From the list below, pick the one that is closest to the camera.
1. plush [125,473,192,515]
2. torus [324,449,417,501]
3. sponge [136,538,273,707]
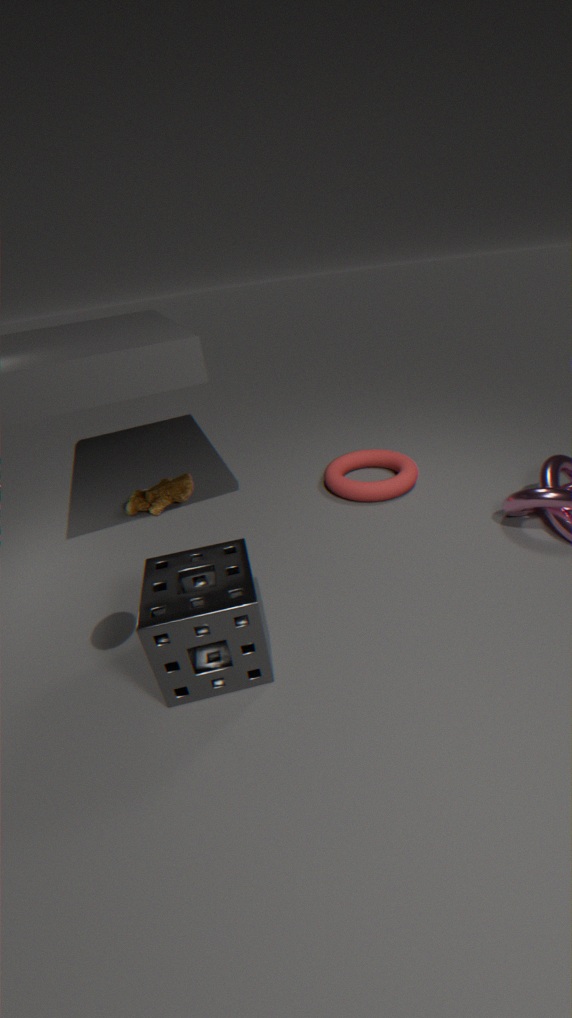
sponge [136,538,273,707]
